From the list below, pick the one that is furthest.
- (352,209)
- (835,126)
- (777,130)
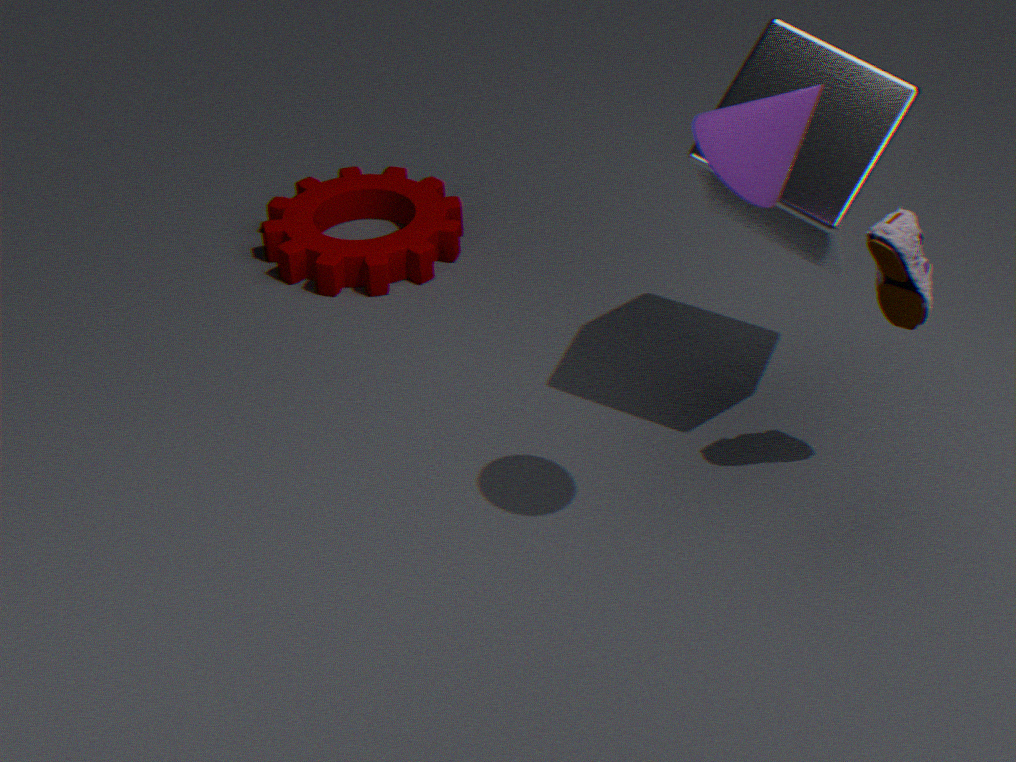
(352,209)
